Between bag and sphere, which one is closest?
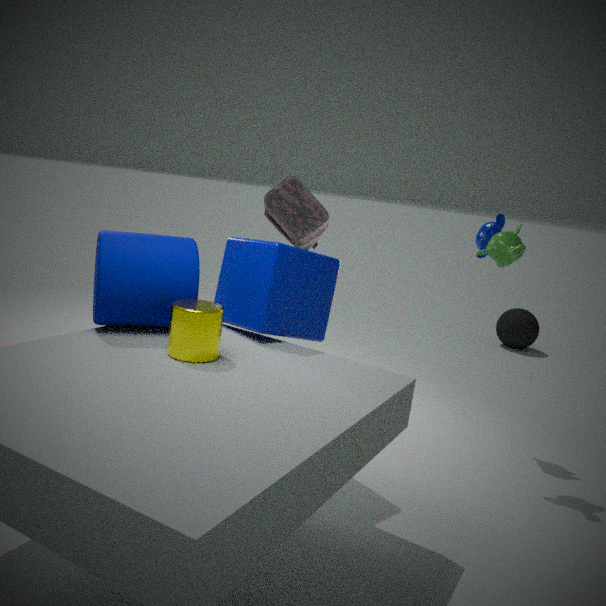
bag
